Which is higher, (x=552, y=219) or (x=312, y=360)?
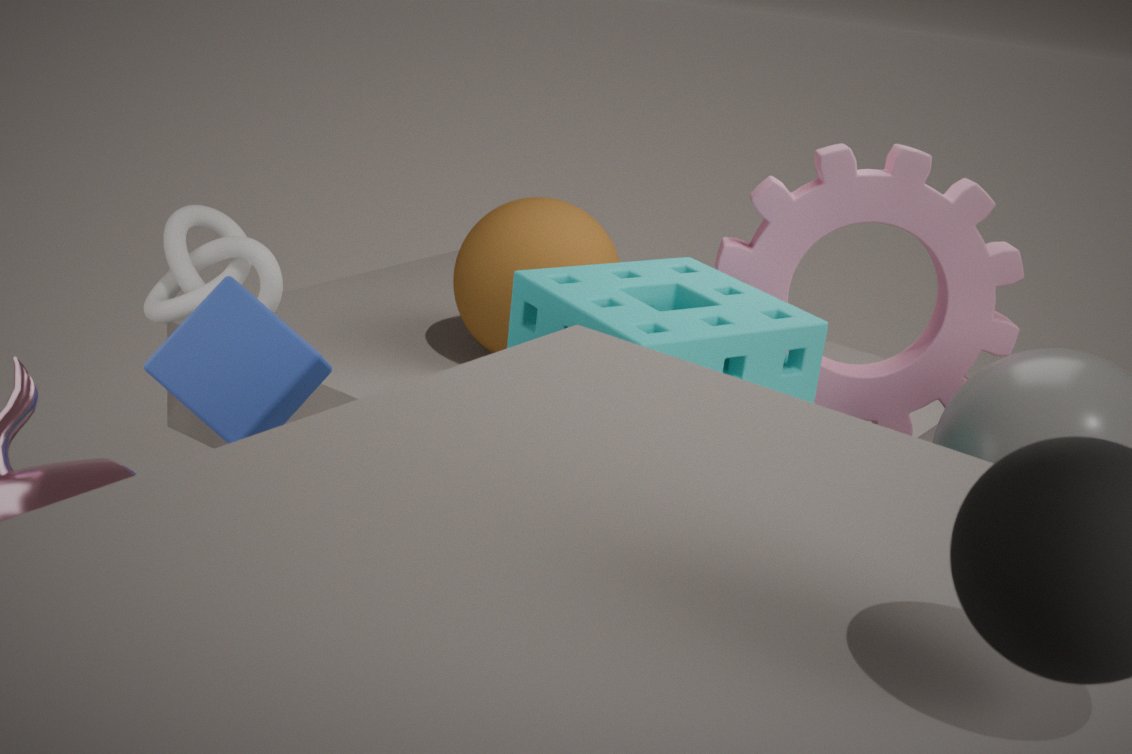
(x=312, y=360)
